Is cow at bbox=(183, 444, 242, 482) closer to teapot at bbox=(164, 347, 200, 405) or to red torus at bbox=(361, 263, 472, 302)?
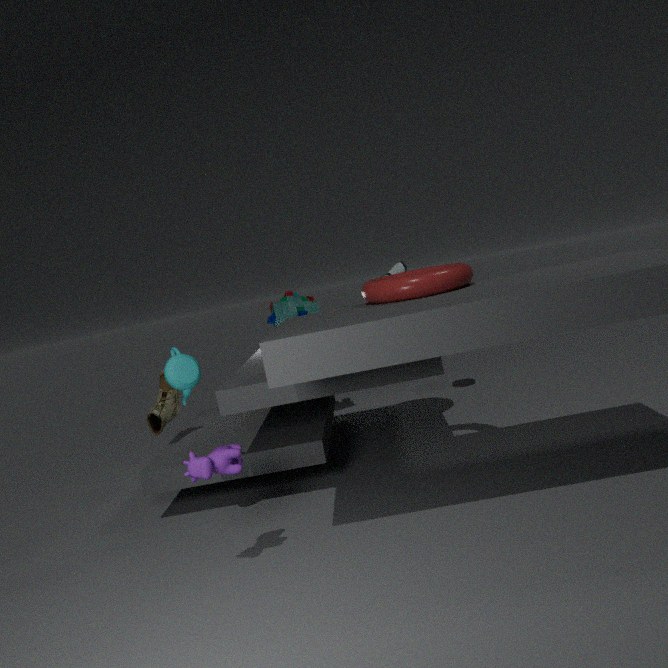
teapot at bbox=(164, 347, 200, 405)
